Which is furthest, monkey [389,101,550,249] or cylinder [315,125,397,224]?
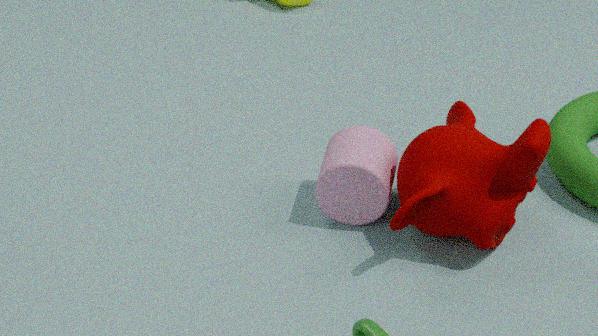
cylinder [315,125,397,224]
